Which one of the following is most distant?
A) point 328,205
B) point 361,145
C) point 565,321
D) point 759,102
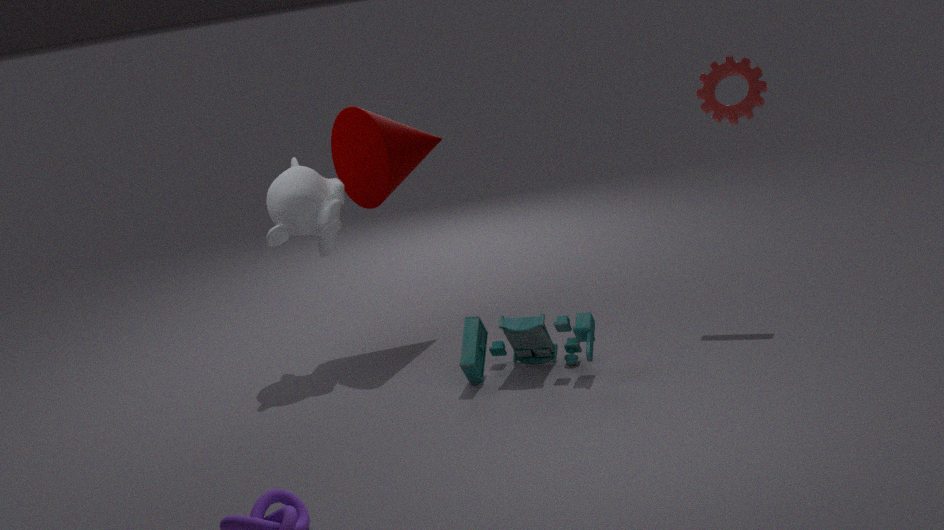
point 361,145
